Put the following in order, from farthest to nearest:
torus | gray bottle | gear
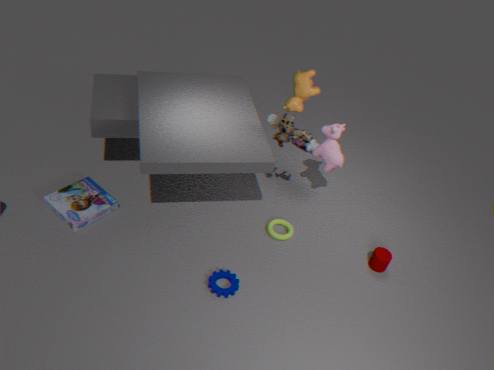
gray bottle < torus < gear
